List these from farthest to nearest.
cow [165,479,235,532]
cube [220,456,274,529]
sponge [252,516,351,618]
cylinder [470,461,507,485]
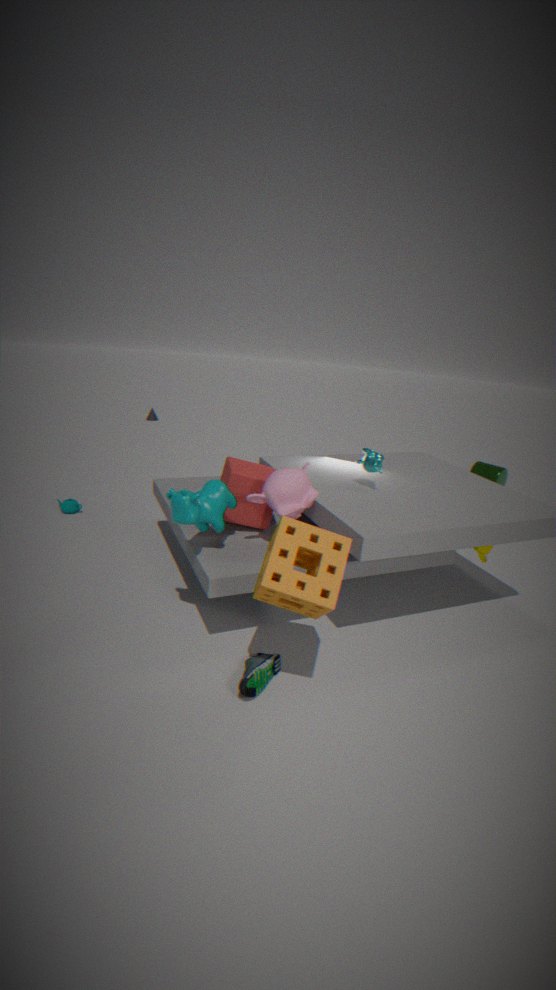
cylinder [470,461,507,485] < cube [220,456,274,529] < cow [165,479,235,532] < sponge [252,516,351,618]
